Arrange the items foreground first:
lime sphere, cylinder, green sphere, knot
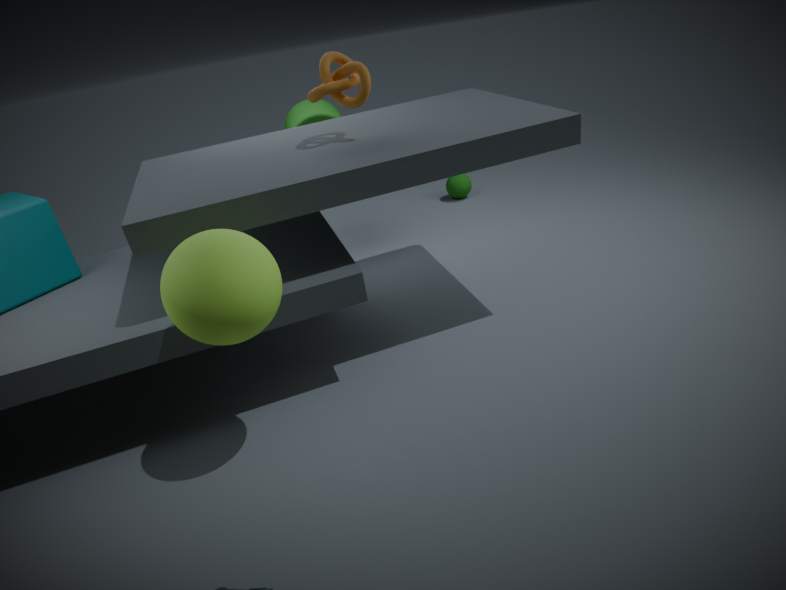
lime sphere
knot
cylinder
green sphere
